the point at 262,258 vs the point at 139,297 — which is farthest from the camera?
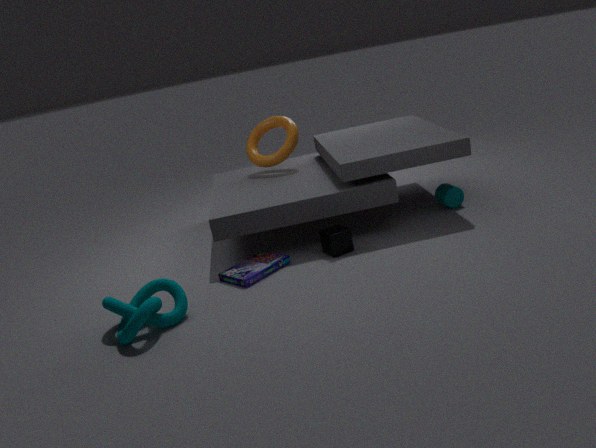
the point at 262,258
